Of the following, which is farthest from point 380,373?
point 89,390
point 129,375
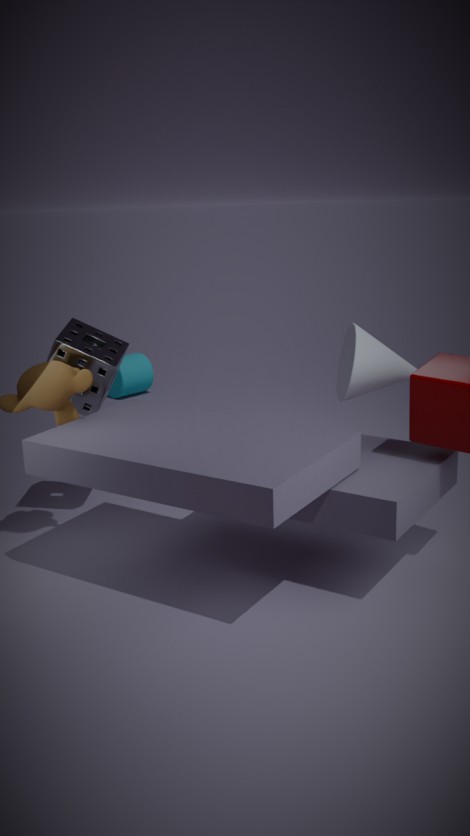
point 129,375
